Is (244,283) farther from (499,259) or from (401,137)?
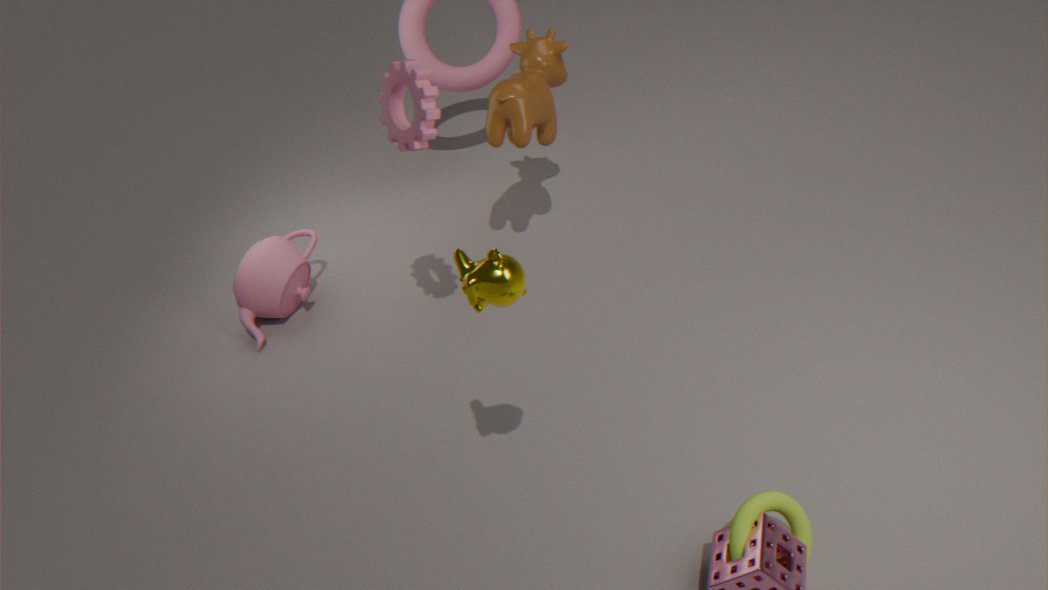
(499,259)
